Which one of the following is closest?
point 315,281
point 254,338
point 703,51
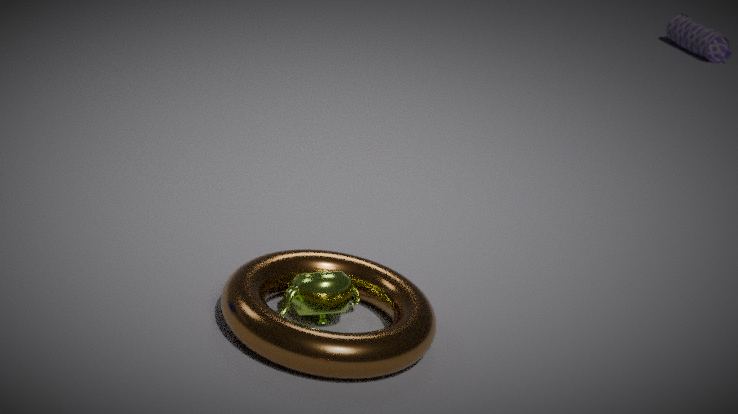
point 254,338
